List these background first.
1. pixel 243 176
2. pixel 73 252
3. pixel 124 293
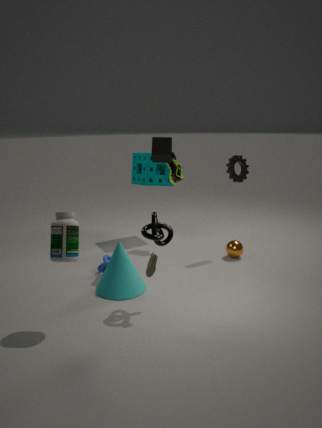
pixel 243 176 → pixel 124 293 → pixel 73 252
